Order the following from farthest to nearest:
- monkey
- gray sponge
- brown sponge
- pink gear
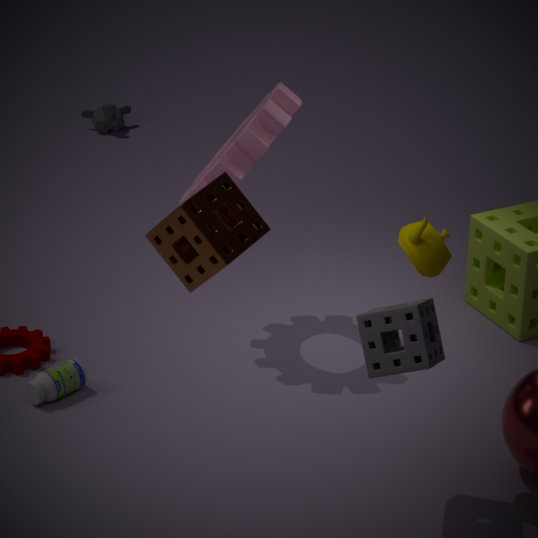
monkey
pink gear
gray sponge
brown sponge
